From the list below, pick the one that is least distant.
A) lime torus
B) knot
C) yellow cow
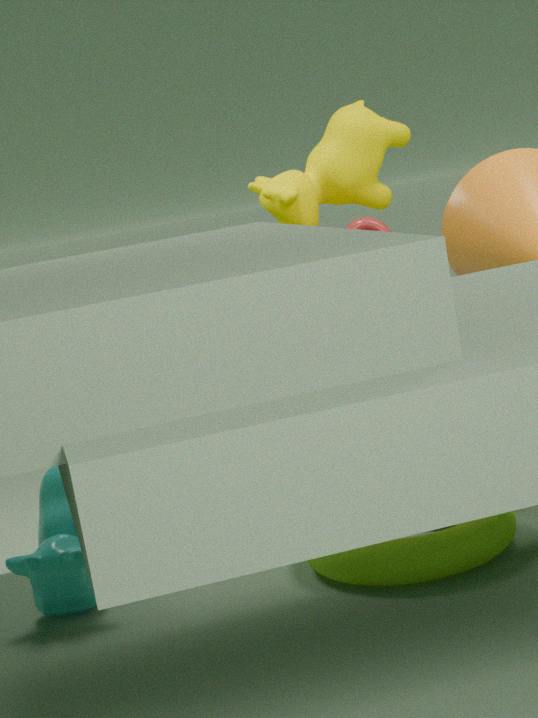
lime torus
